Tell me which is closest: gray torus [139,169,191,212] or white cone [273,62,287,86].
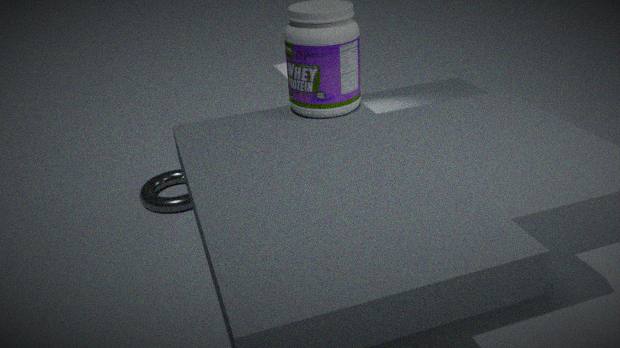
white cone [273,62,287,86]
